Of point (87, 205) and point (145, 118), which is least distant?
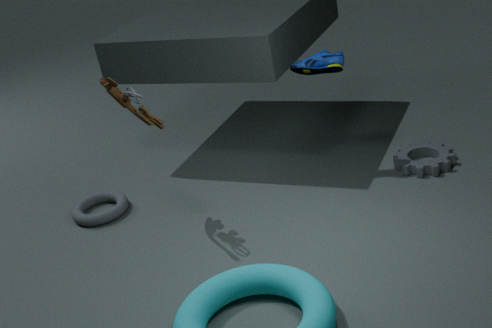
point (145, 118)
